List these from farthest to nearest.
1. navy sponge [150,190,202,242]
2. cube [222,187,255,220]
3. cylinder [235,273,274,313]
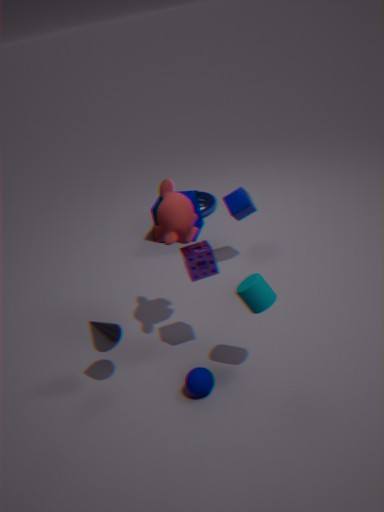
1. navy sponge [150,190,202,242]
2. cube [222,187,255,220]
3. cylinder [235,273,274,313]
